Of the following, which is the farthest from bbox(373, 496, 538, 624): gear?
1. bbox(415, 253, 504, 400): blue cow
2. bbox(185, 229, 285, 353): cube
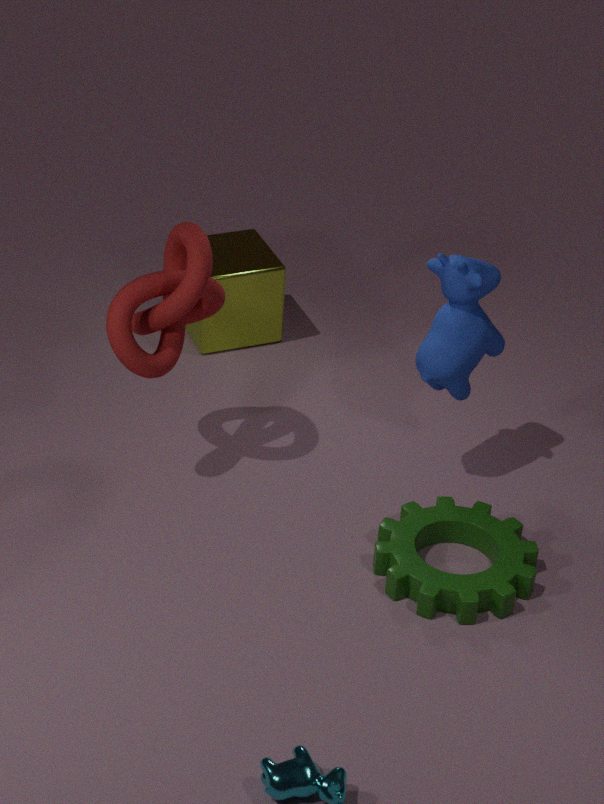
bbox(185, 229, 285, 353): cube
